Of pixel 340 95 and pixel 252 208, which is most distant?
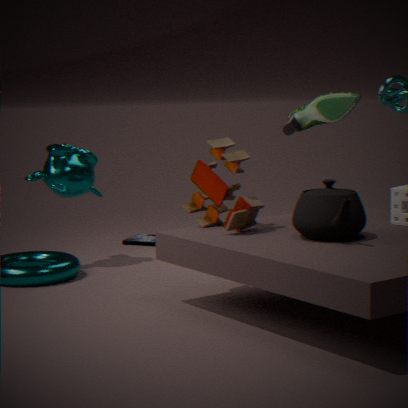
pixel 340 95
